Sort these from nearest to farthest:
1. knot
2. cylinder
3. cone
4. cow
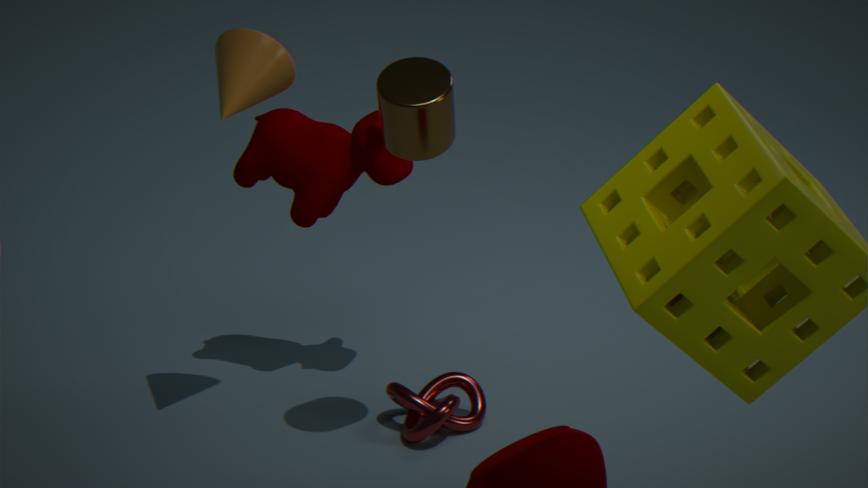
1. cylinder
2. cone
3. knot
4. cow
